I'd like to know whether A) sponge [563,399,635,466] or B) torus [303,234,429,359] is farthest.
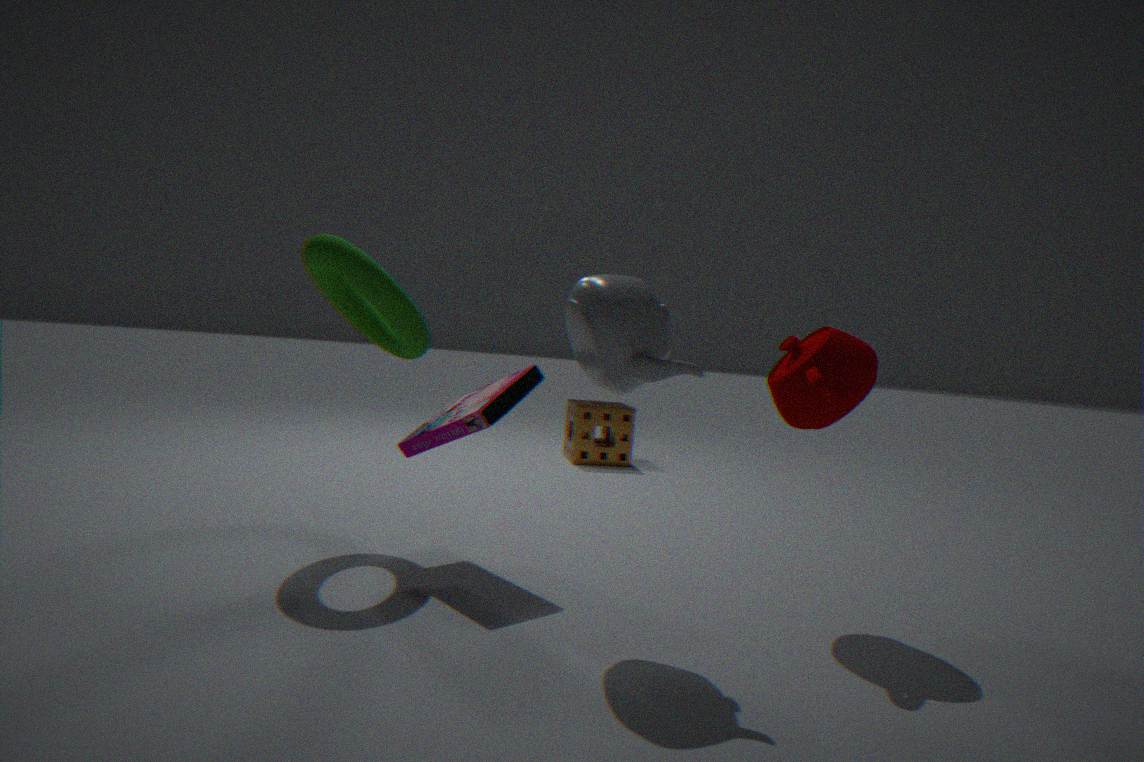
A. sponge [563,399,635,466]
